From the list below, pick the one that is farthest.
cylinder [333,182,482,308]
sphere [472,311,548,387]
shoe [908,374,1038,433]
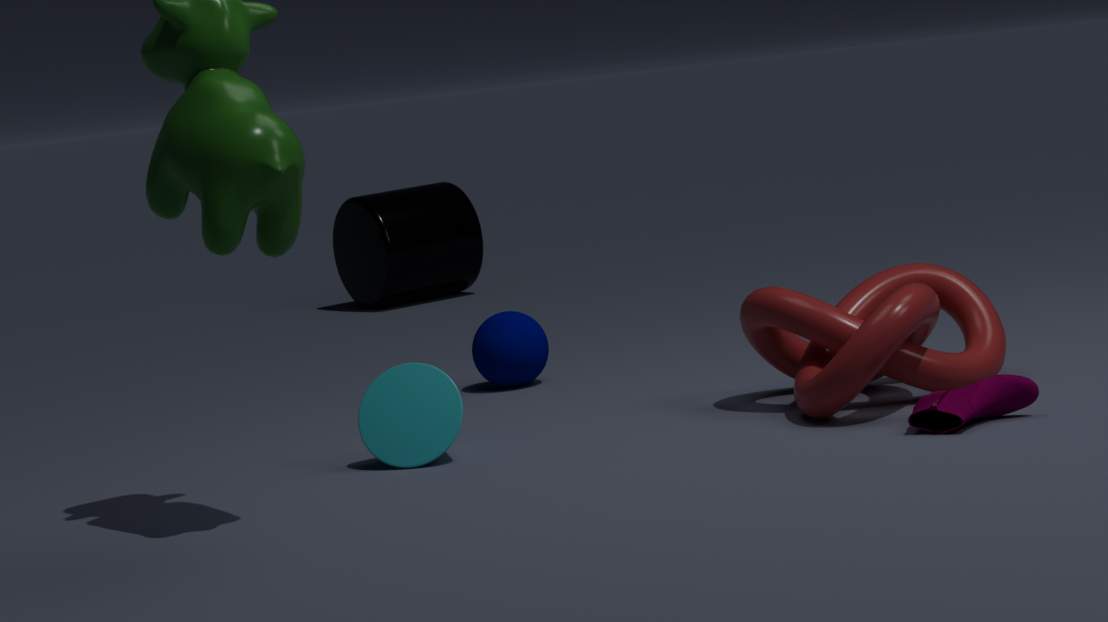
cylinder [333,182,482,308]
